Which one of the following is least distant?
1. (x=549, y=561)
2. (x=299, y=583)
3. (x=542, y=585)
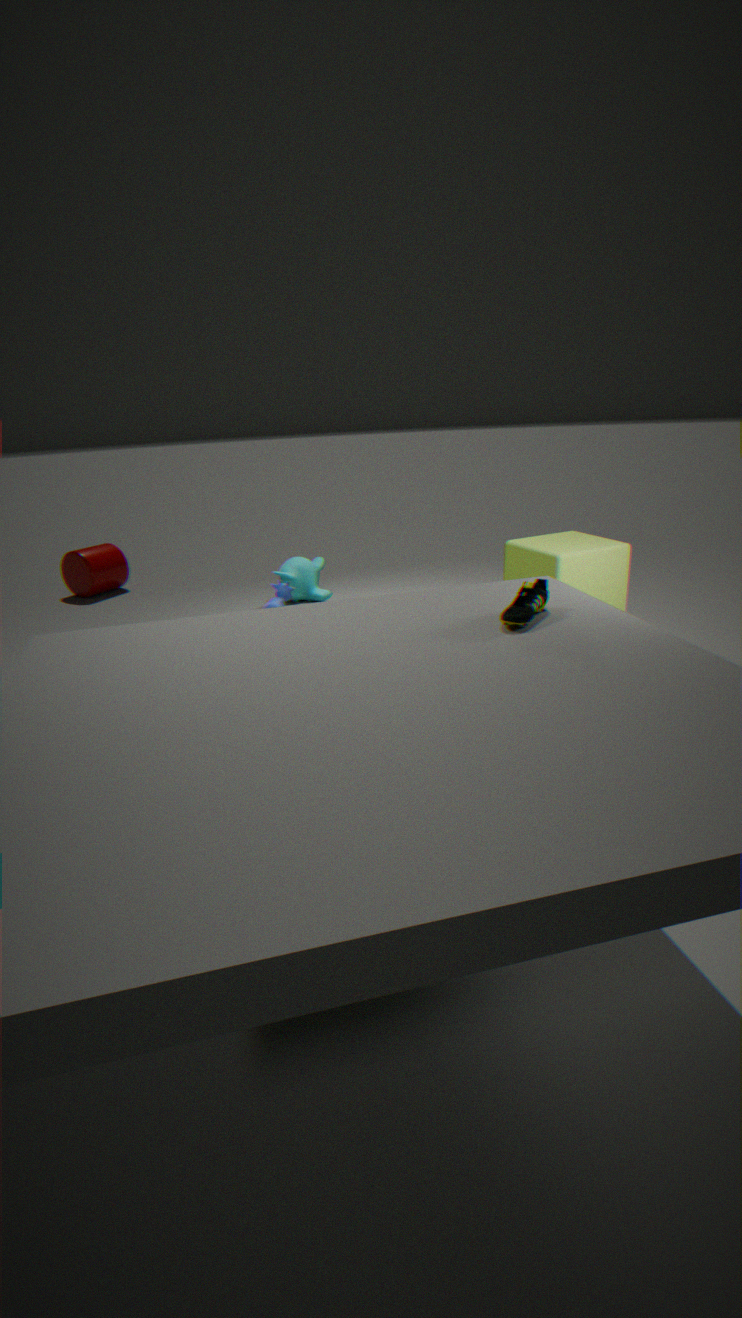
(x=542, y=585)
